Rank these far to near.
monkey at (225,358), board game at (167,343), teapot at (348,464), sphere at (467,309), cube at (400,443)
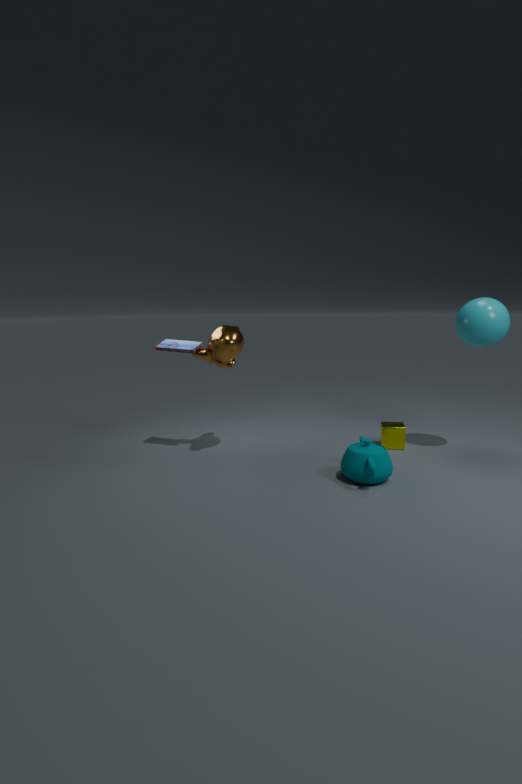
1. cube at (400,443)
2. board game at (167,343)
3. monkey at (225,358)
4. sphere at (467,309)
5. teapot at (348,464)
